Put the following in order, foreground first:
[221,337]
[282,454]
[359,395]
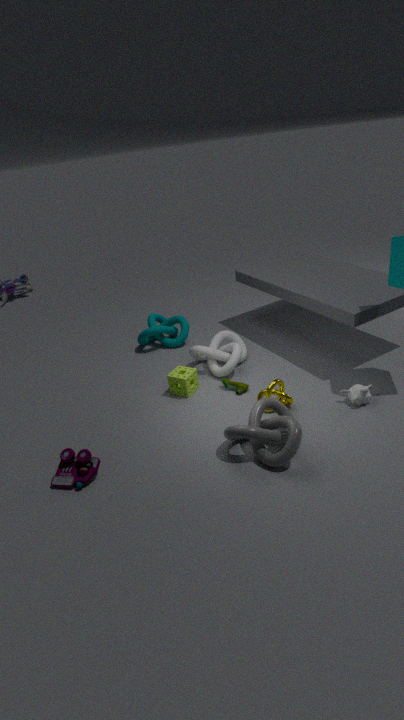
[282,454] < [359,395] < [221,337]
